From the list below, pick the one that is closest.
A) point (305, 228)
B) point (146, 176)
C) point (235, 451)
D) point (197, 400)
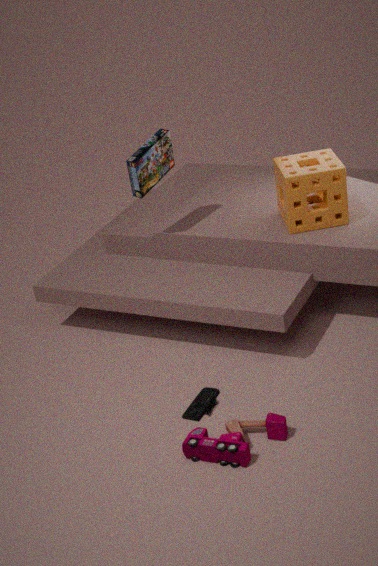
point (235, 451)
